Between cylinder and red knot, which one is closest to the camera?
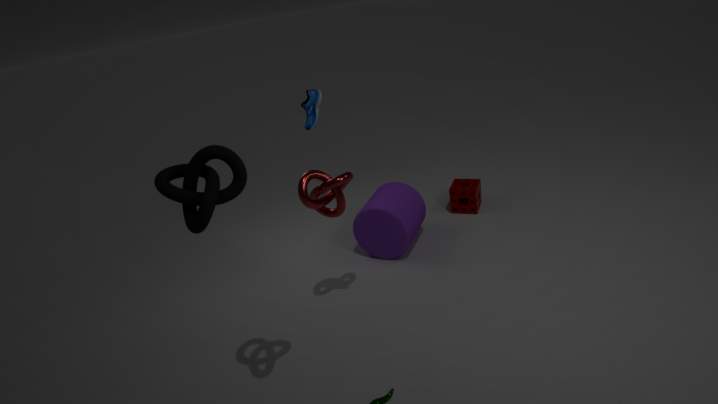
red knot
